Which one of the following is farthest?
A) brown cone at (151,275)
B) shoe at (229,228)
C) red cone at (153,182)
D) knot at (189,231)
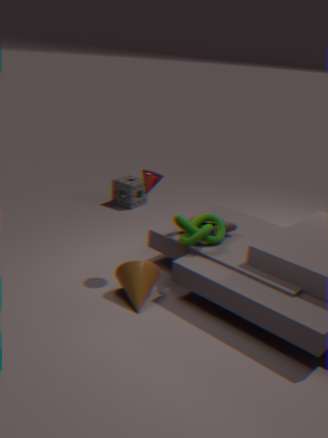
shoe at (229,228)
